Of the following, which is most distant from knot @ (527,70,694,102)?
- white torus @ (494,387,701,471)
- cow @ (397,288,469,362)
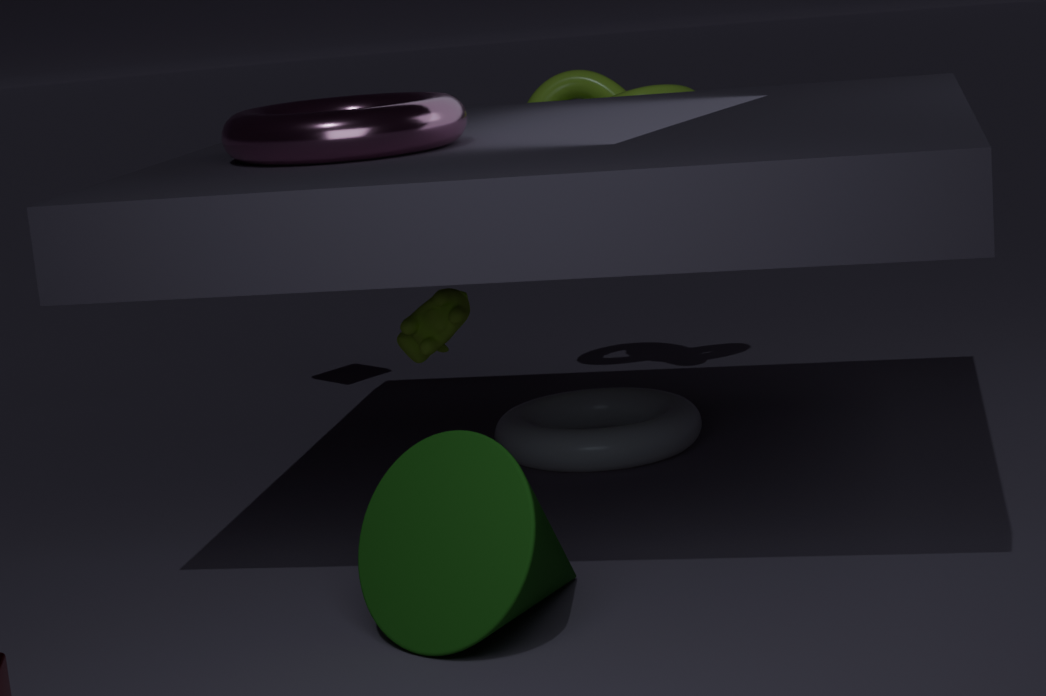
cow @ (397,288,469,362)
